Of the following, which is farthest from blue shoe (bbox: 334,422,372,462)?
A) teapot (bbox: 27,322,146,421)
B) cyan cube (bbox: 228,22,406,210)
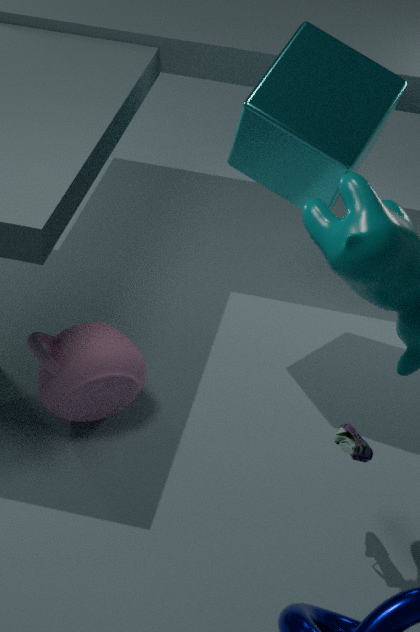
cyan cube (bbox: 228,22,406,210)
